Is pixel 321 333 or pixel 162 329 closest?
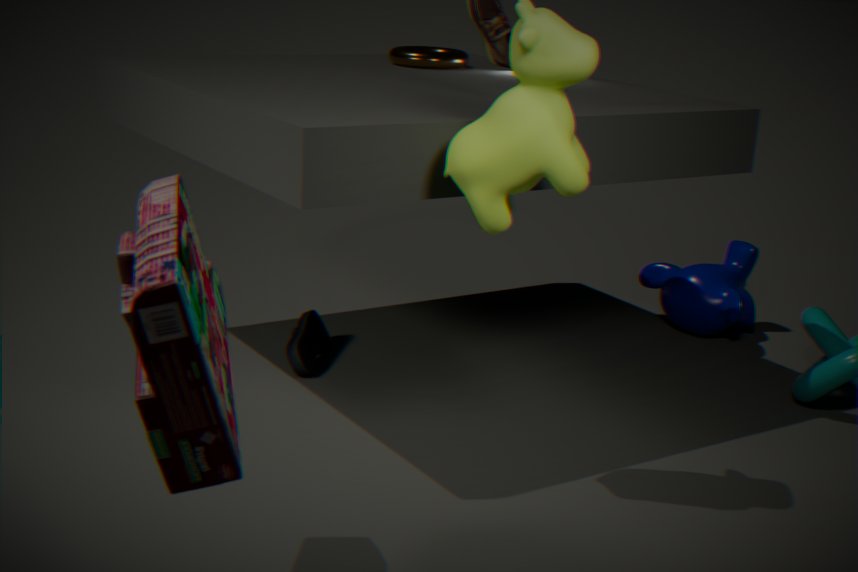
pixel 162 329
